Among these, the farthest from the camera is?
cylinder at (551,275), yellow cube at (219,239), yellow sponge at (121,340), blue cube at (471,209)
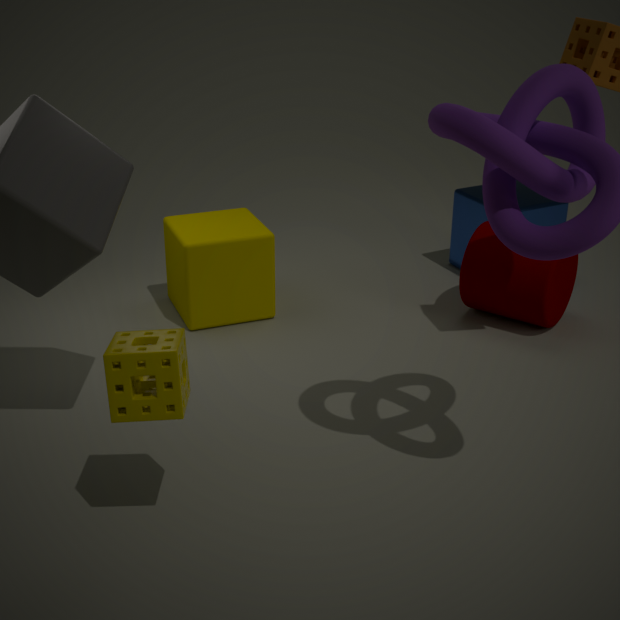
blue cube at (471,209)
